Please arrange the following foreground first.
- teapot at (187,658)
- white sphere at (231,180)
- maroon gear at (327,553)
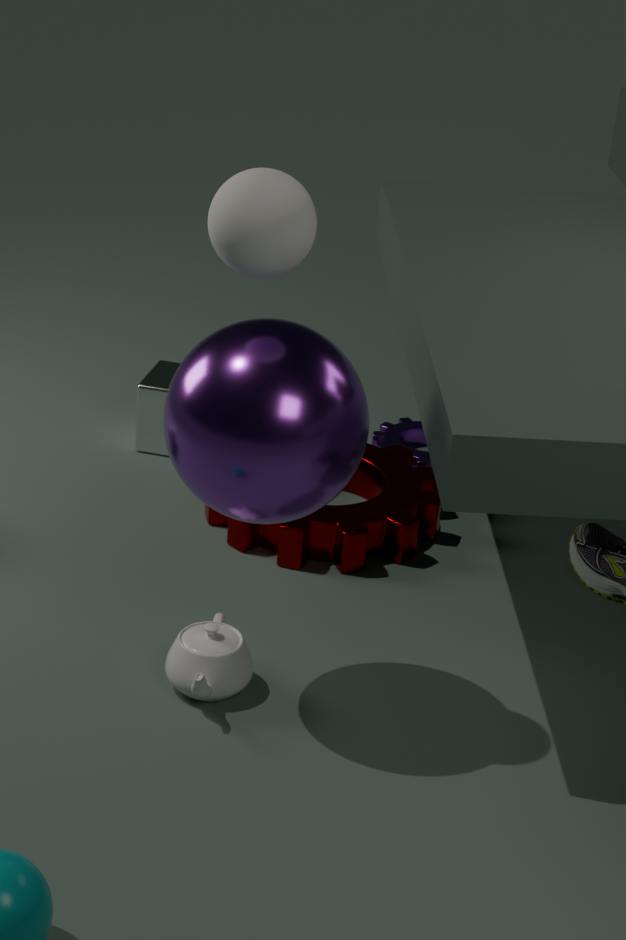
white sphere at (231,180), teapot at (187,658), maroon gear at (327,553)
